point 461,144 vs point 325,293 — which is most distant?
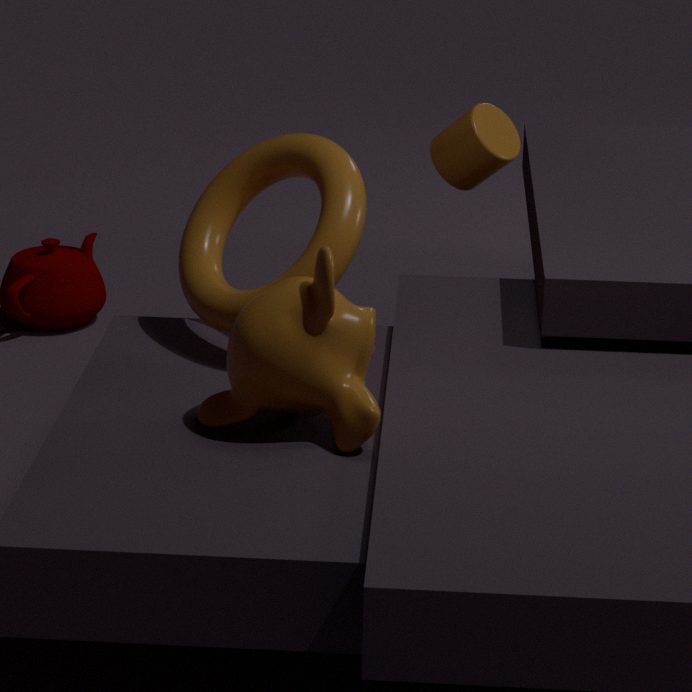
point 461,144
